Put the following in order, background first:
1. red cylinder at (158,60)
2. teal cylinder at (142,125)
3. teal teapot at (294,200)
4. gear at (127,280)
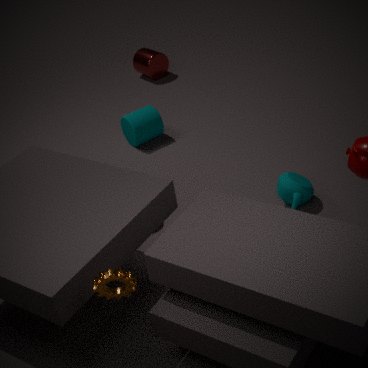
red cylinder at (158,60) → teal cylinder at (142,125) → teal teapot at (294,200) → gear at (127,280)
